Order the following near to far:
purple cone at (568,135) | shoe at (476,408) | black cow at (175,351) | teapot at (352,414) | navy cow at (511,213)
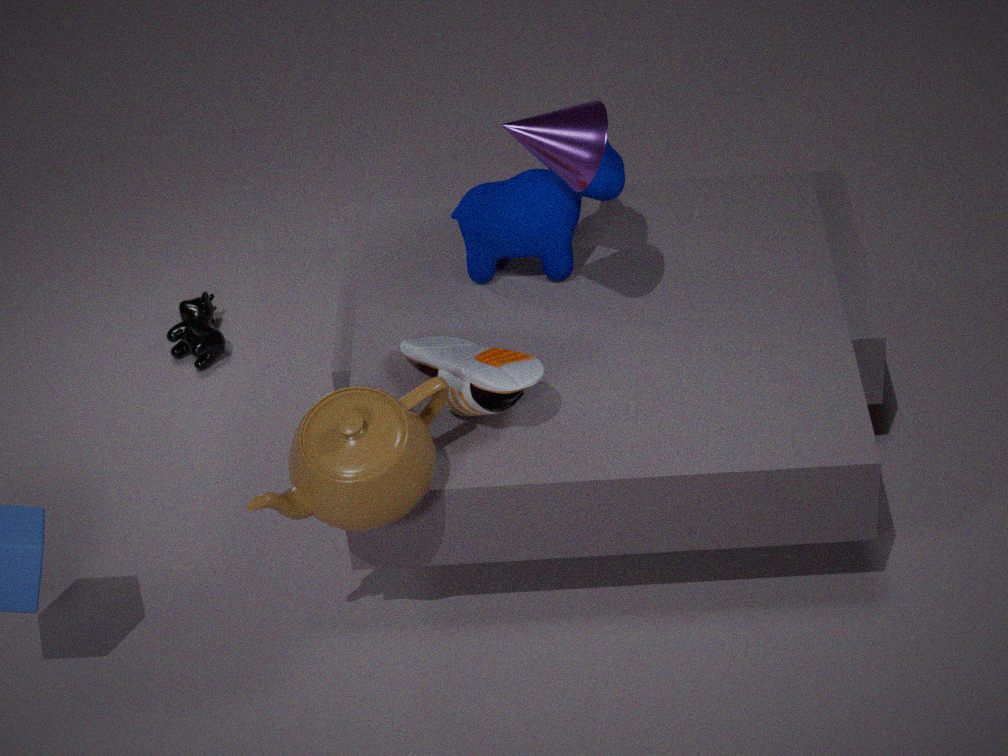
1. teapot at (352,414)
2. purple cone at (568,135)
3. shoe at (476,408)
4. navy cow at (511,213)
5. black cow at (175,351)
